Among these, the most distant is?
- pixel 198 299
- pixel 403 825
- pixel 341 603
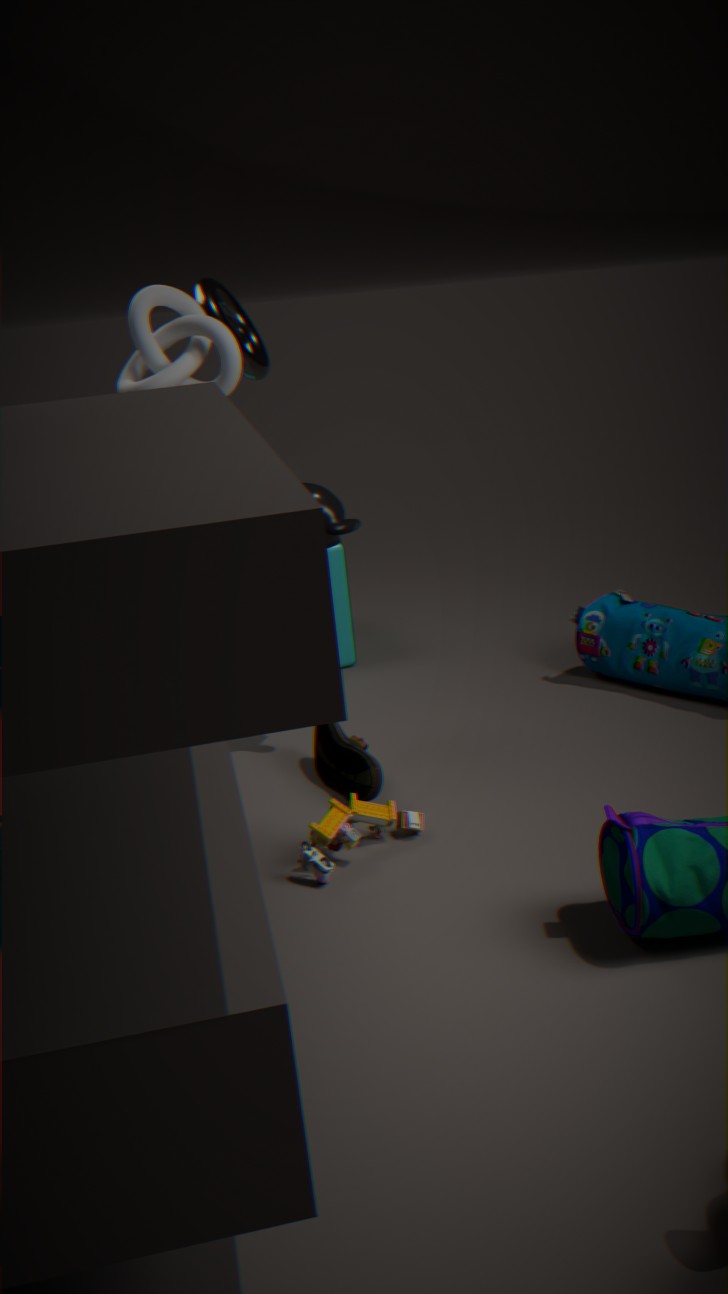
pixel 341 603
